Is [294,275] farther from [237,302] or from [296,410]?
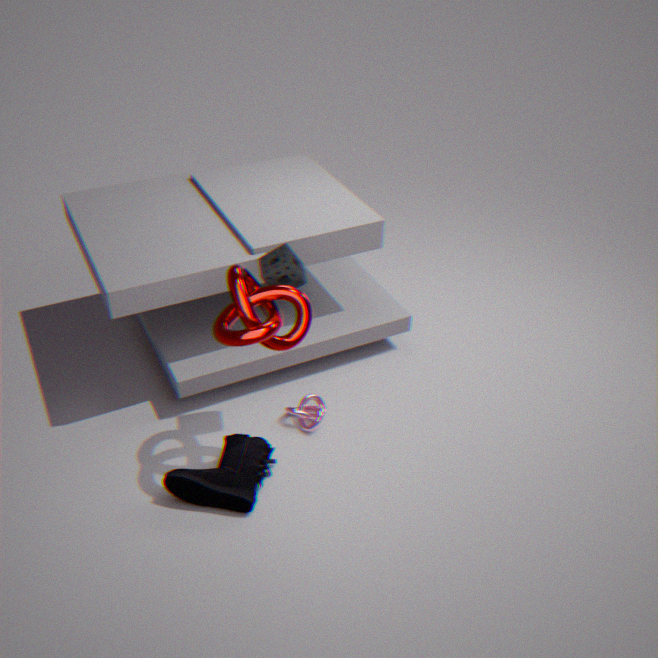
[296,410]
